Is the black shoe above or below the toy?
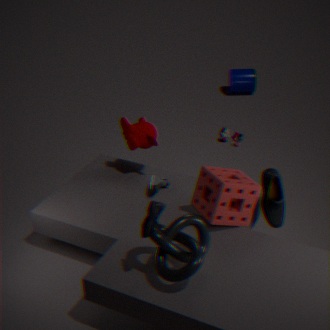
below
